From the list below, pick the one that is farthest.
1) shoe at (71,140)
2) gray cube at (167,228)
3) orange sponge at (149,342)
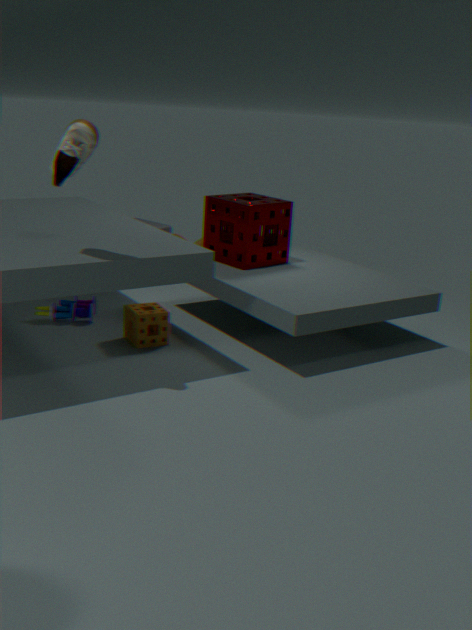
2. gray cube at (167,228)
